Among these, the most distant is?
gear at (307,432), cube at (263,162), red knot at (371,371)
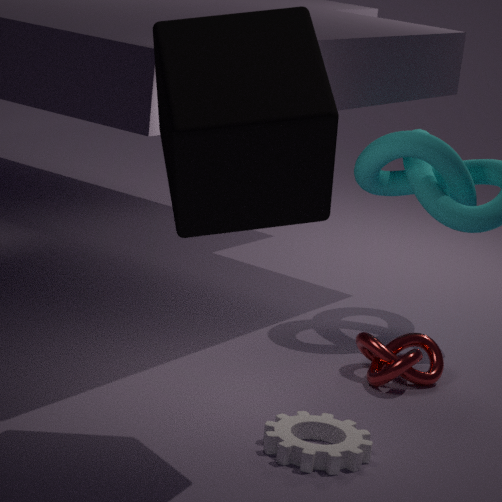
red knot at (371,371)
